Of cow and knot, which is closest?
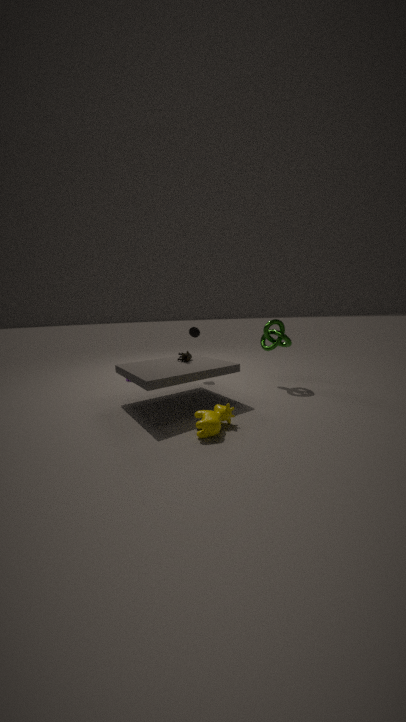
cow
